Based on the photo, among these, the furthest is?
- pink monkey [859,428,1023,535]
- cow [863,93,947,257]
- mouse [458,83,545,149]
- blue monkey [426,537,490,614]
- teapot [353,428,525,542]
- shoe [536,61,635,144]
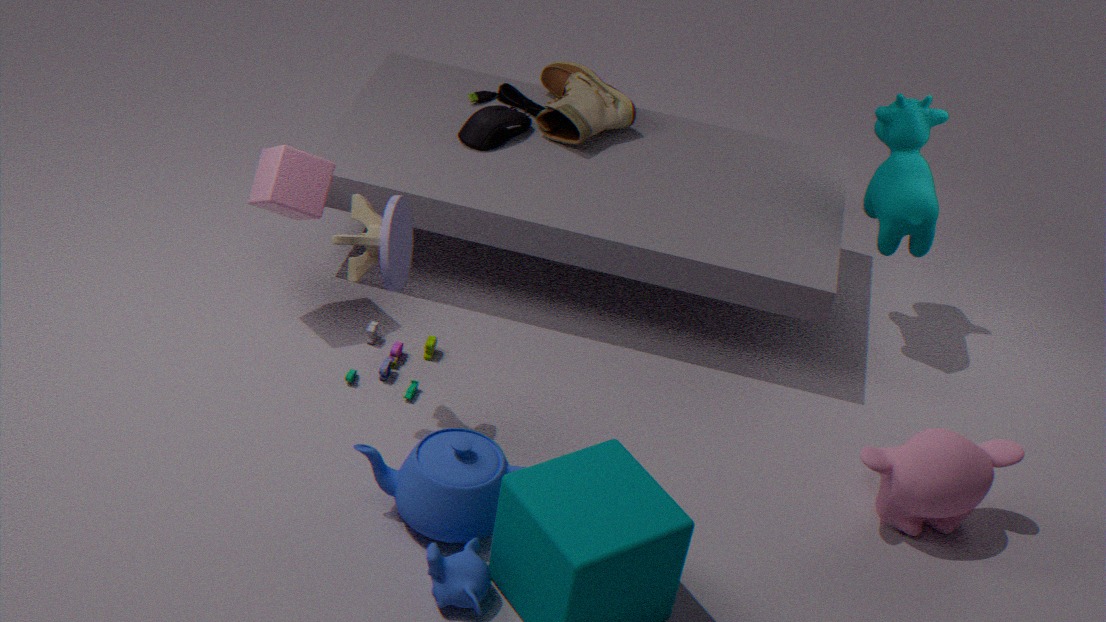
shoe [536,61,635,144]
